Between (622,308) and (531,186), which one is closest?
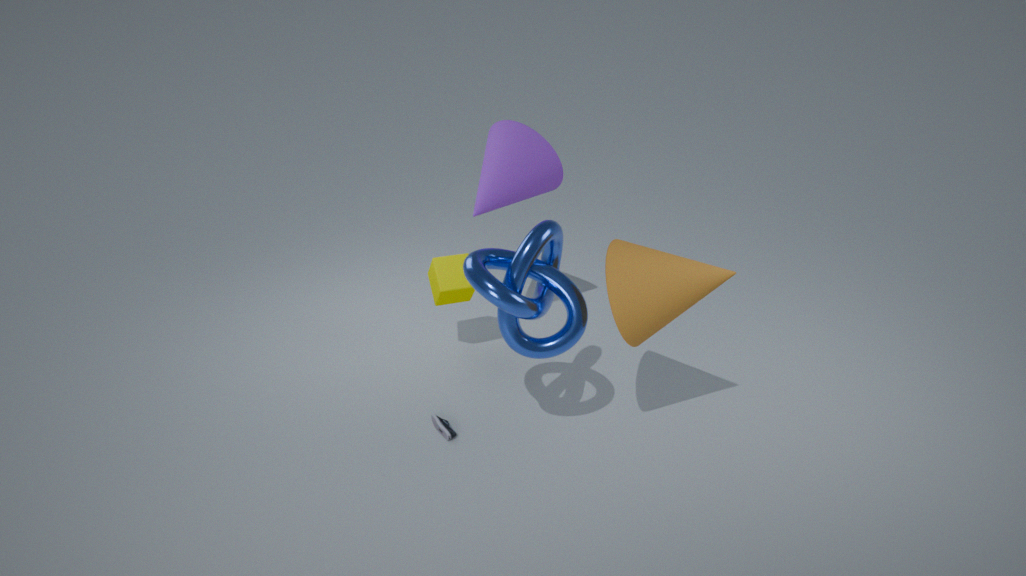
(622,308)
